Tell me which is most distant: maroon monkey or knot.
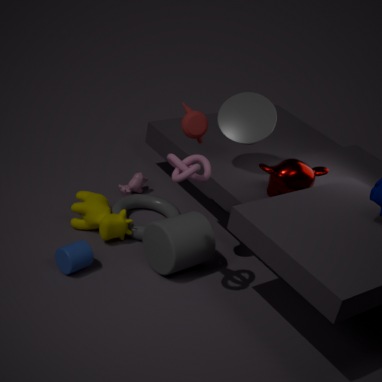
maroon monkey
